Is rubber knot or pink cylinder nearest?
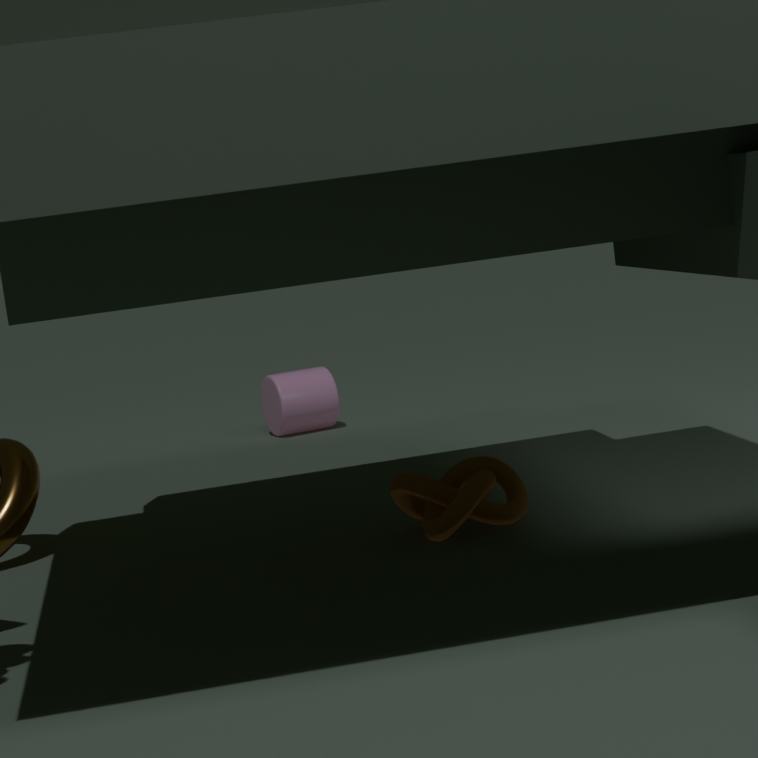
rubber knot
